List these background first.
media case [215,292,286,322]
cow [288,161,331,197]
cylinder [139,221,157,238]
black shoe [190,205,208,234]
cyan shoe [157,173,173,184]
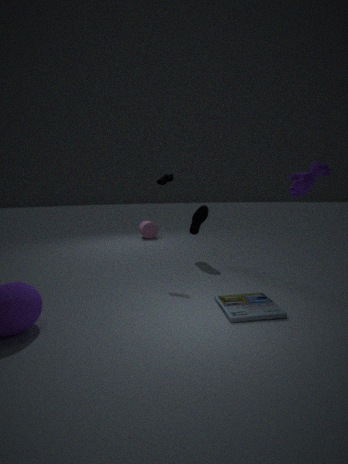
1. cylinder [139,221,157,238]
2. black shoe [190,205,208,234]
3. cyan shoe [157,173,173,184]
4. media case [215,292,286,322]
5. cow [288,161,331,197]
